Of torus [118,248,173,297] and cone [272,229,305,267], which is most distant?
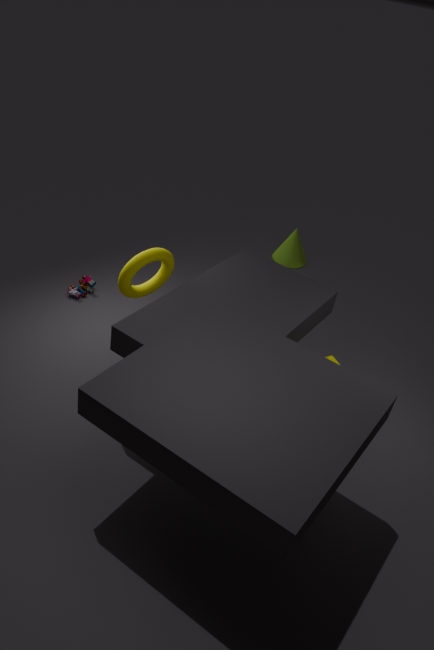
cone [272,229,305,267]
